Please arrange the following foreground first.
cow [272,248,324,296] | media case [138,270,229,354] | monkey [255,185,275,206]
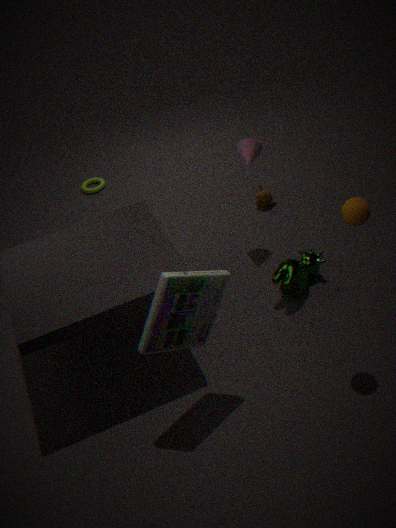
media case [138,270,229,354], cow [272,248,324,296], monkey [255,185,275,206]
